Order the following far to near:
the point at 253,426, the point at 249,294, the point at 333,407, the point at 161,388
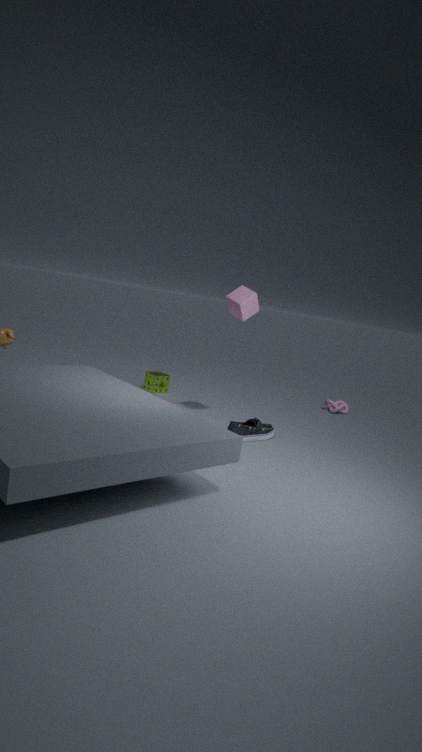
the point at 333,407, the point at 161,388, the point at 253,426, the point at 249,294
